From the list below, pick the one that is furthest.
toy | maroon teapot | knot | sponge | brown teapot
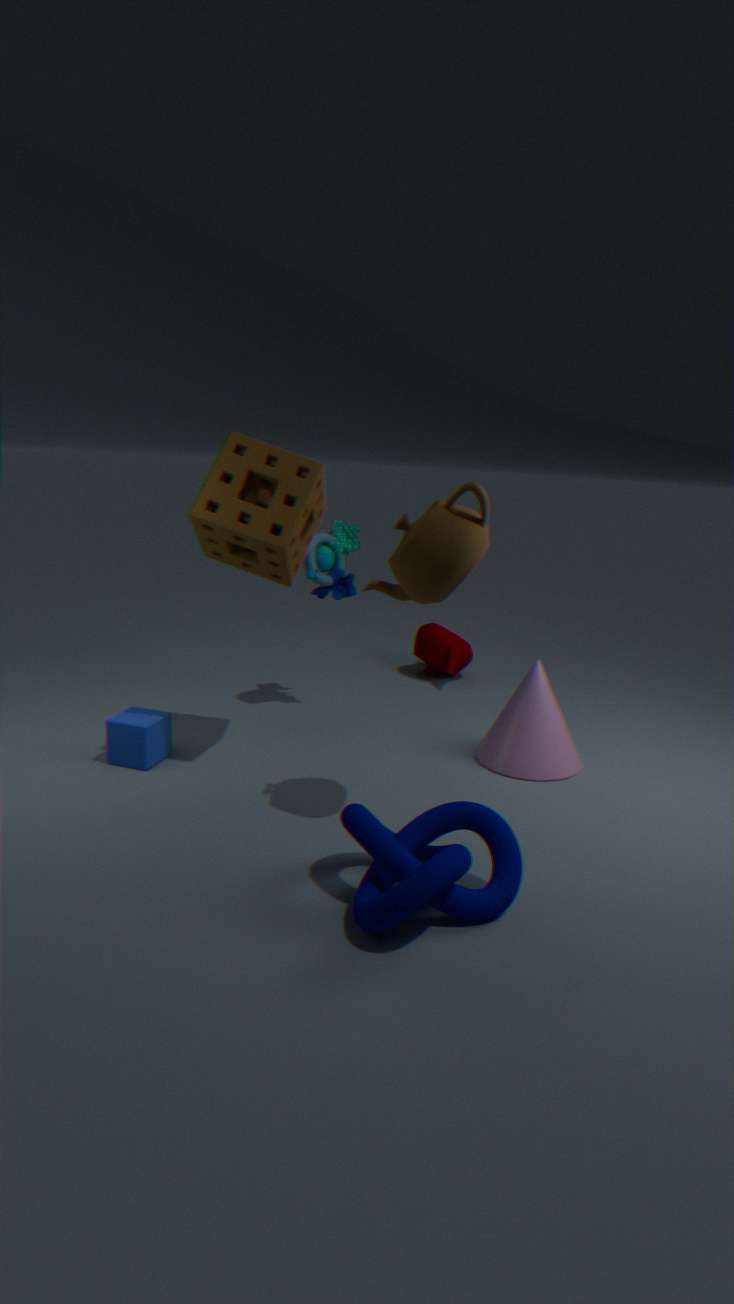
maroon teapot
